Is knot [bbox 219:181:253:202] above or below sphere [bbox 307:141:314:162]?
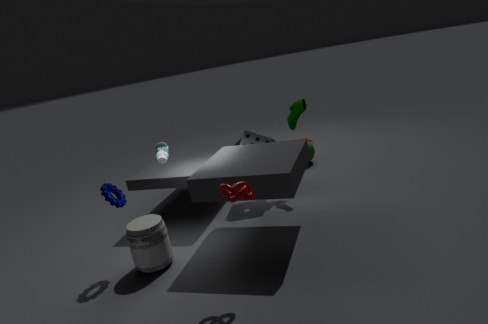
above
